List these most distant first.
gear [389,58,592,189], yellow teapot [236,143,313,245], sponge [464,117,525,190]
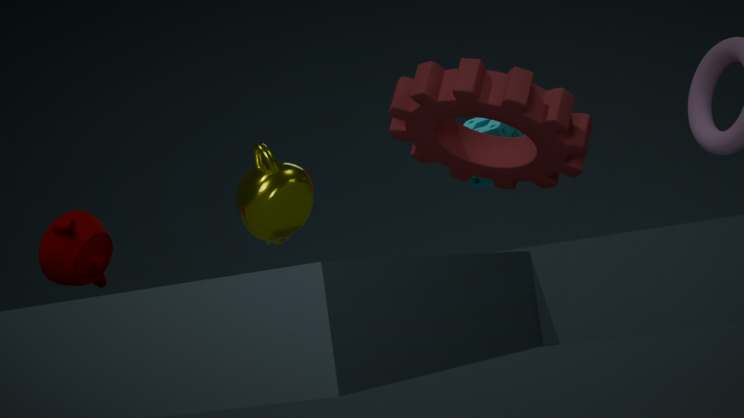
sponge [464,117,525,190]
gear [389,58,592,189]
yellow teapot [236,143,313,245]
